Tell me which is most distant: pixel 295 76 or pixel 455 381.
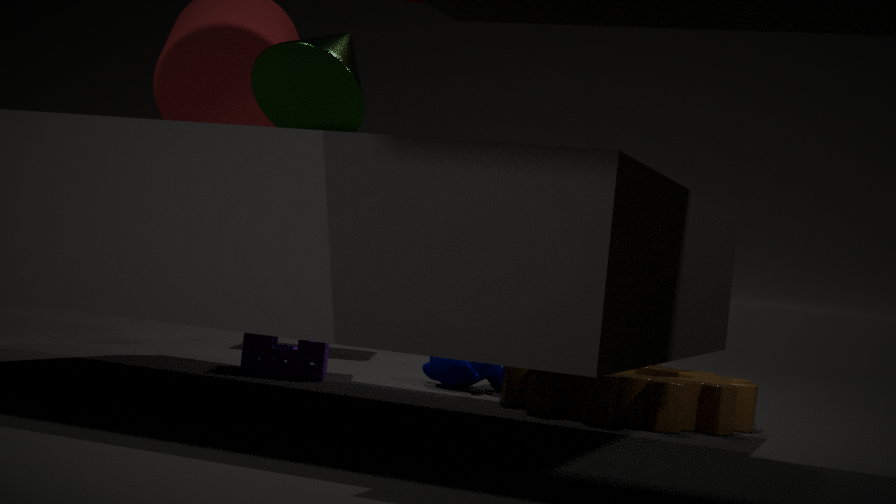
pixel 455 381
